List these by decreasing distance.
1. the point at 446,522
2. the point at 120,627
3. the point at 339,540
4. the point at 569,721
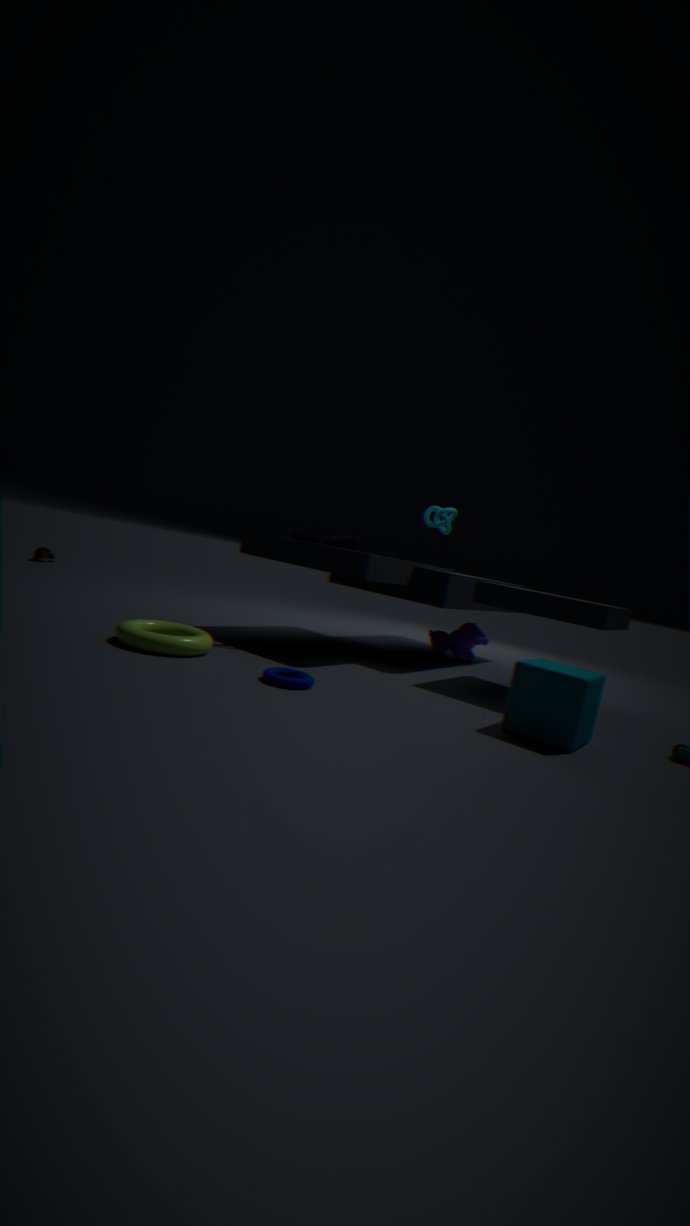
the point at 446,522
the point at 339,540
the point at 120,627
the point at 569,721
